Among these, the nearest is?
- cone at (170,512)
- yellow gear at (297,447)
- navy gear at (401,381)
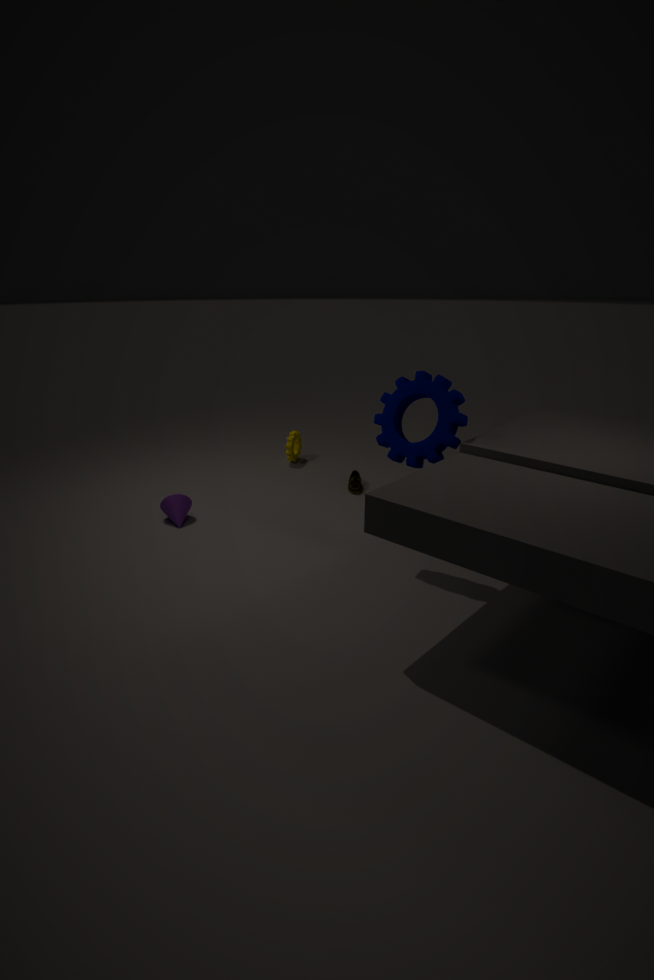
navy gear at (401,381)
